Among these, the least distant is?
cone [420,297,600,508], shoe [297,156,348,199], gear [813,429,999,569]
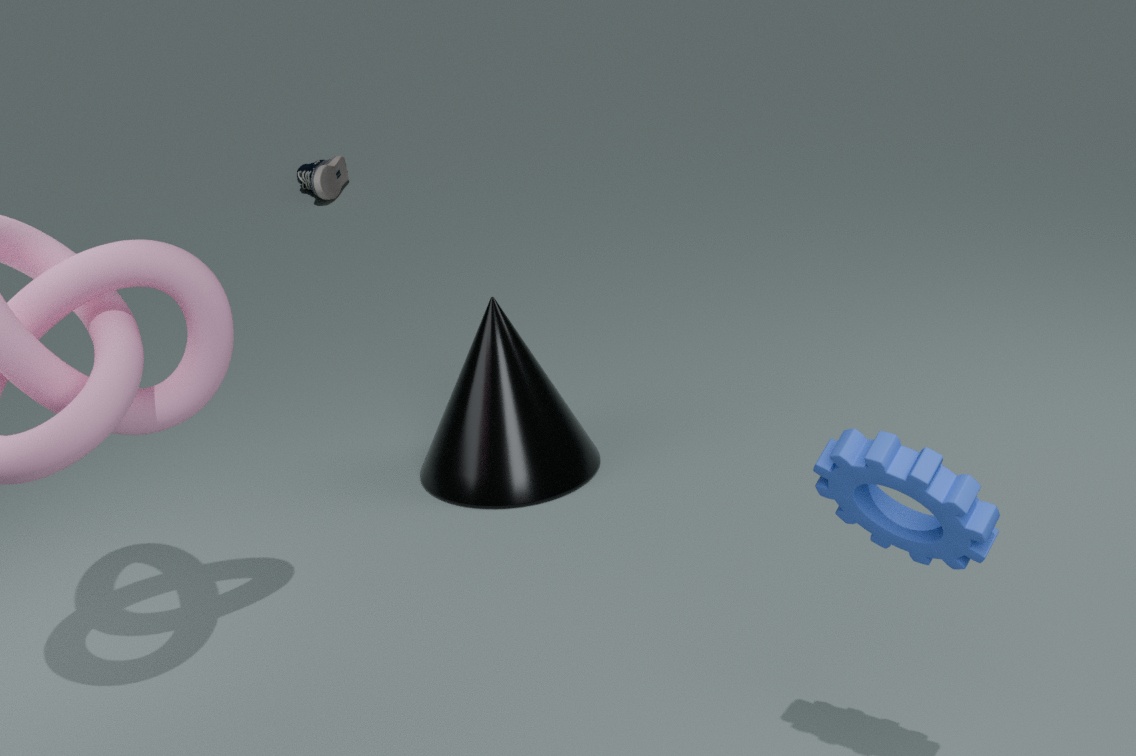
gear [813,429,999,569]
